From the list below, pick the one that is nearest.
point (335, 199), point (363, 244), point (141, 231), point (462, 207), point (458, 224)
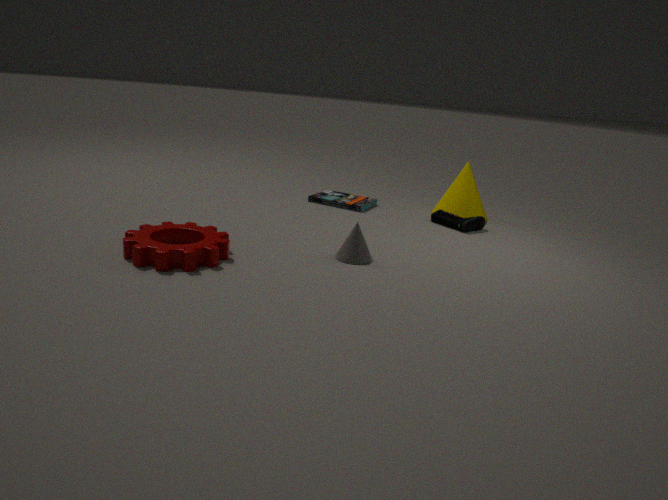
point (141, 231)
